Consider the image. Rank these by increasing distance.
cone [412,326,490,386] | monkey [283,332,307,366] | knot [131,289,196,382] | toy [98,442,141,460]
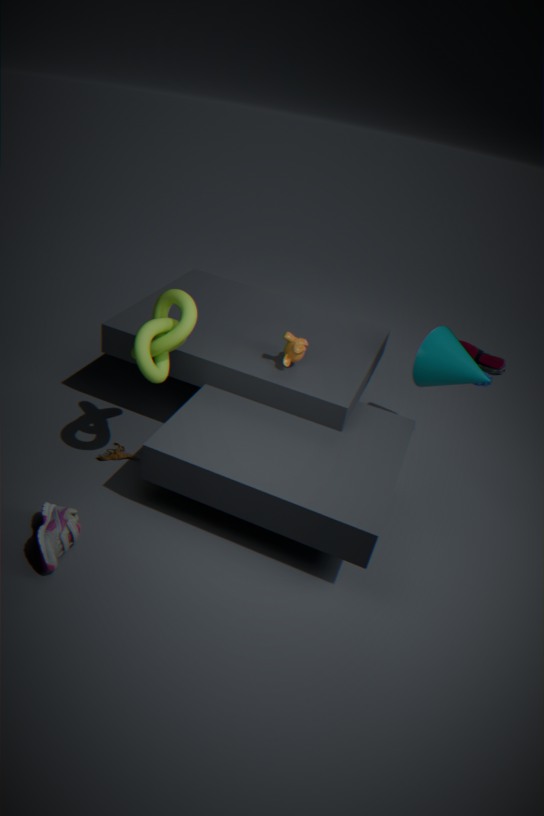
1. knot [131,289,196,382]
2. monkey [283,332,307,366]
3. toy [98,442,141,460]
4. cone [412,326,490,386]
